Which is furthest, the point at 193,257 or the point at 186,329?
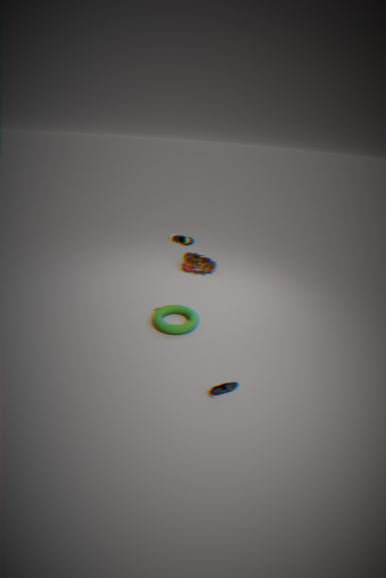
the point at 193,257
